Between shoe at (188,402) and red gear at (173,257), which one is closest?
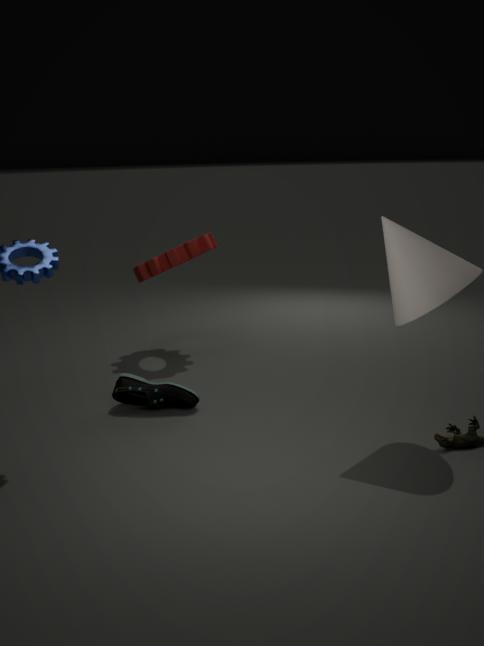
shoe at (188,402)
